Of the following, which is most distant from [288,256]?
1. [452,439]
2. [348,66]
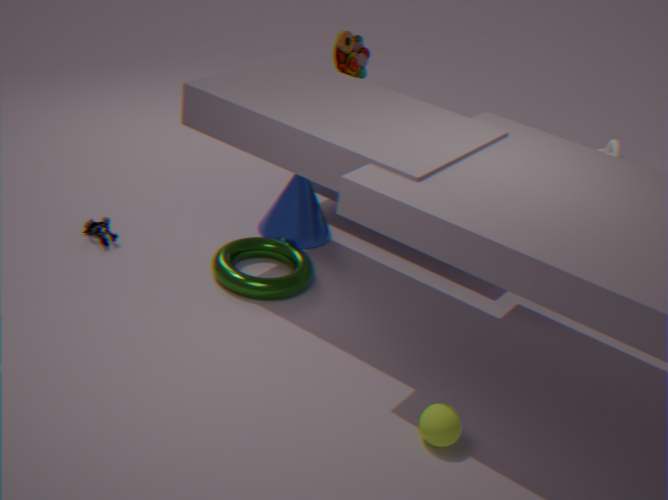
[348,66]
